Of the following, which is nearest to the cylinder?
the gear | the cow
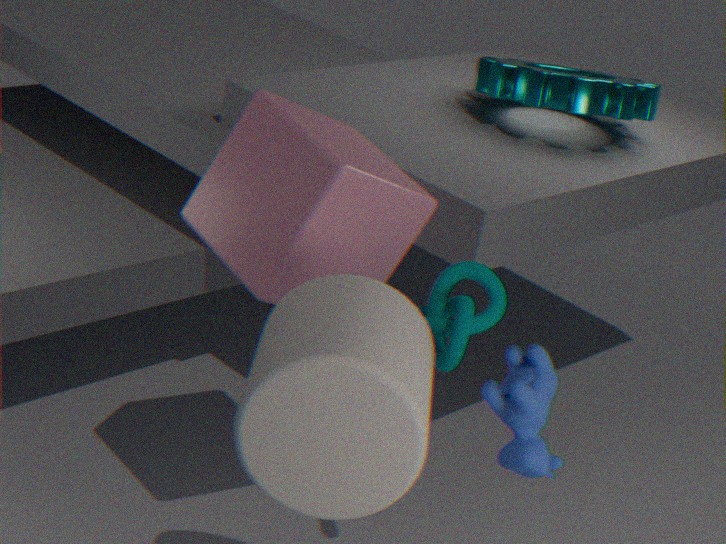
the cow
